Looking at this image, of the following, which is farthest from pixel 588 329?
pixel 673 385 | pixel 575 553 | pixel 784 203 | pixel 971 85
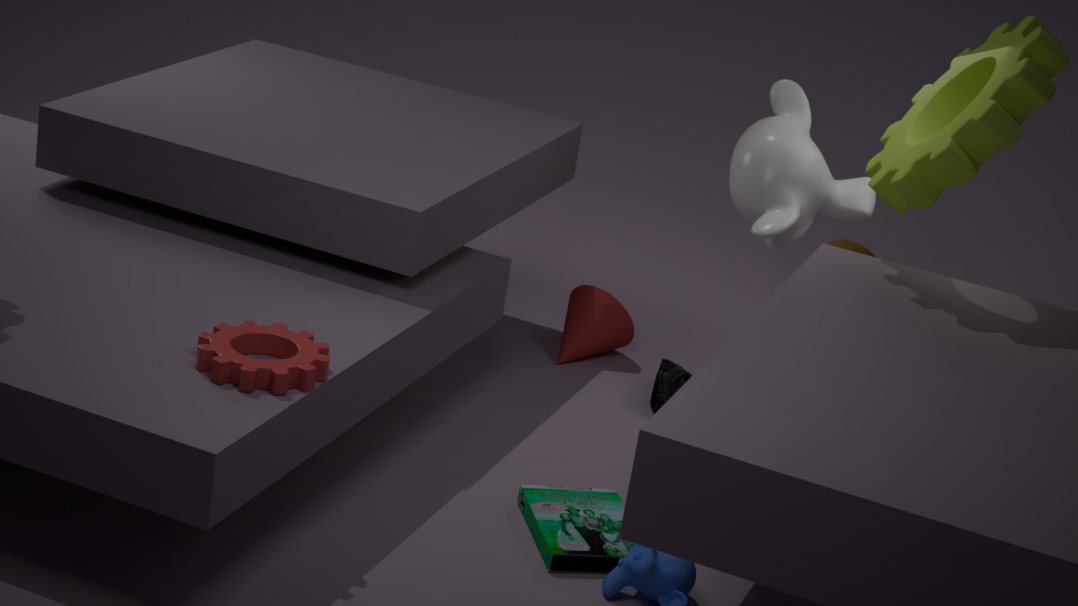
pixel 971 85
